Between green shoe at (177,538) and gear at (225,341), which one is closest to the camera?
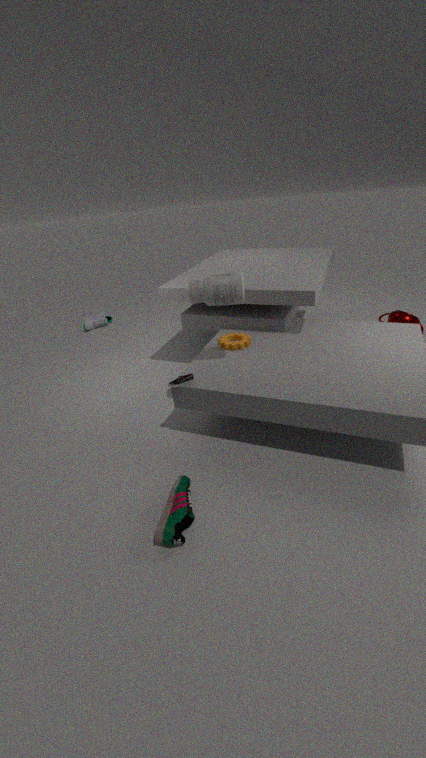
green shoe at (177,538)
